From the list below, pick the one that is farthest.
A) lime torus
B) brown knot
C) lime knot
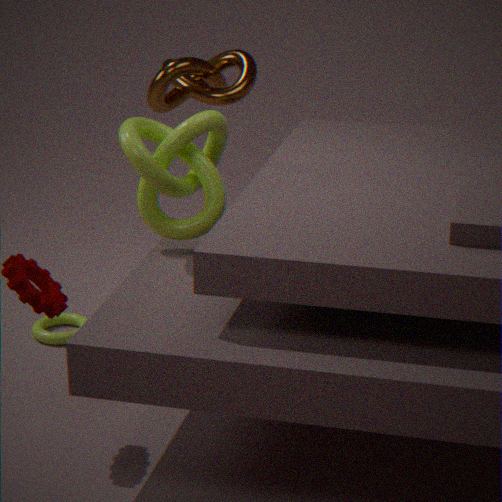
brown knot
